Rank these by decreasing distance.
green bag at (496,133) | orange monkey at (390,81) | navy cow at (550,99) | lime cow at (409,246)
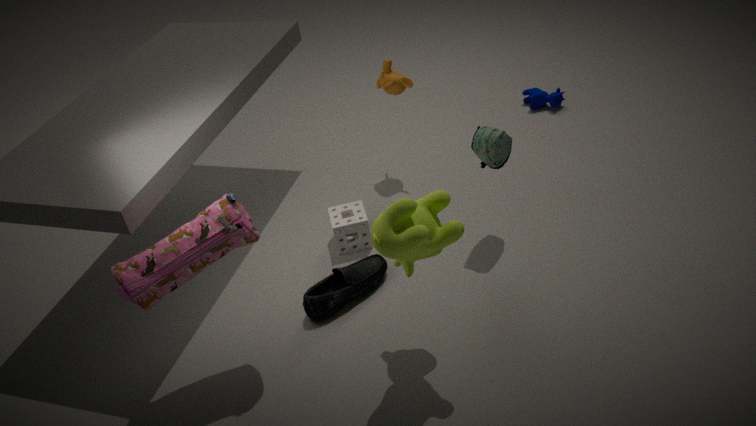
1. navy cow at (550,99)
2. orange monkey at (390,81)
3. green bag at (496,133)
4. lime cow at (409,246)
